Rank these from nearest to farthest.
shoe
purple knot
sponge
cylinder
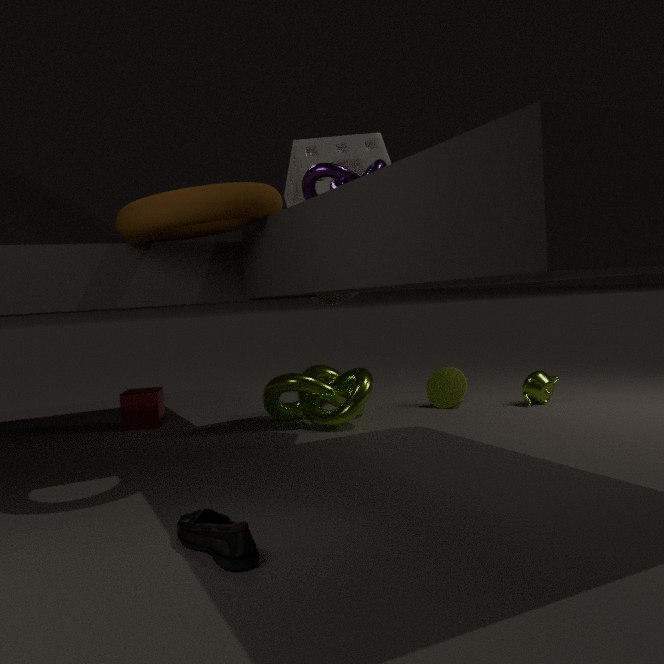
1. shoe
2. purple knot
3. sponge
4. cylinder
